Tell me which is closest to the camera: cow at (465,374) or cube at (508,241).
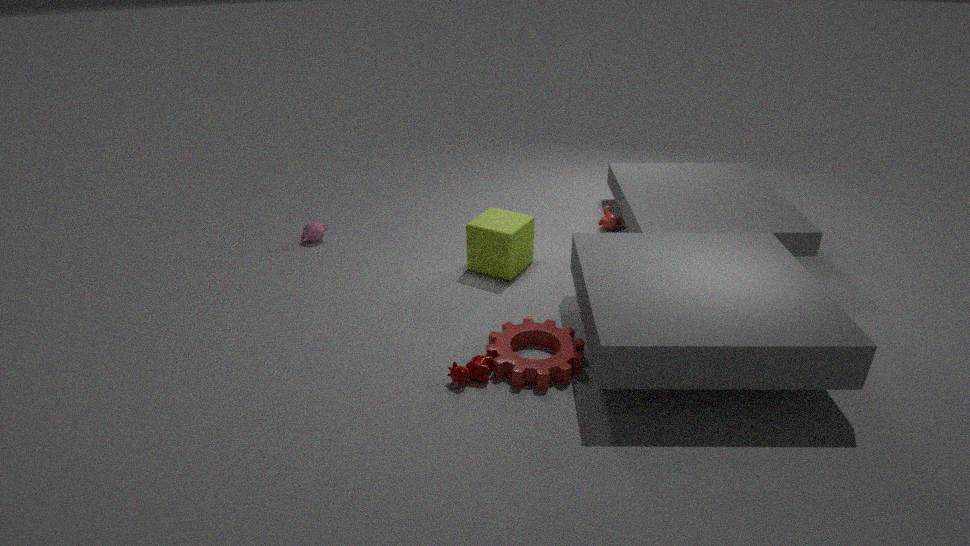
cow at (465,374)
